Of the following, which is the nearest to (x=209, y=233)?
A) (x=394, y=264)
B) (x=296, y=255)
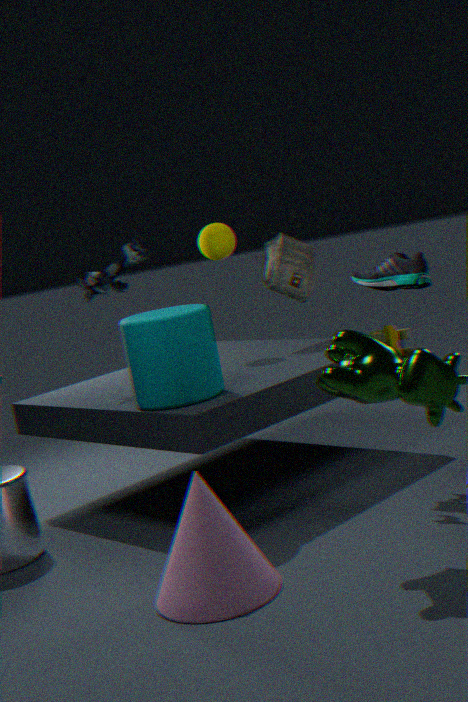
(x=296, y=255)
